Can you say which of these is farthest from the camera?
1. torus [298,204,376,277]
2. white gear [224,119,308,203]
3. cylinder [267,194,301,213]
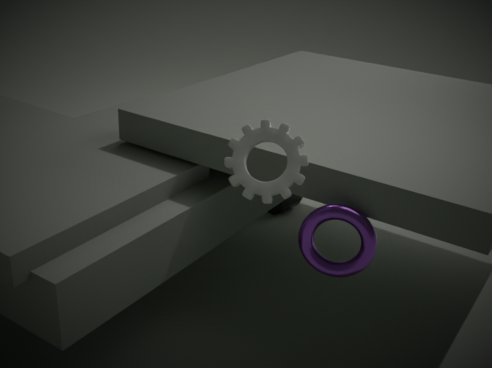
cylinder [267,194,301,213]
